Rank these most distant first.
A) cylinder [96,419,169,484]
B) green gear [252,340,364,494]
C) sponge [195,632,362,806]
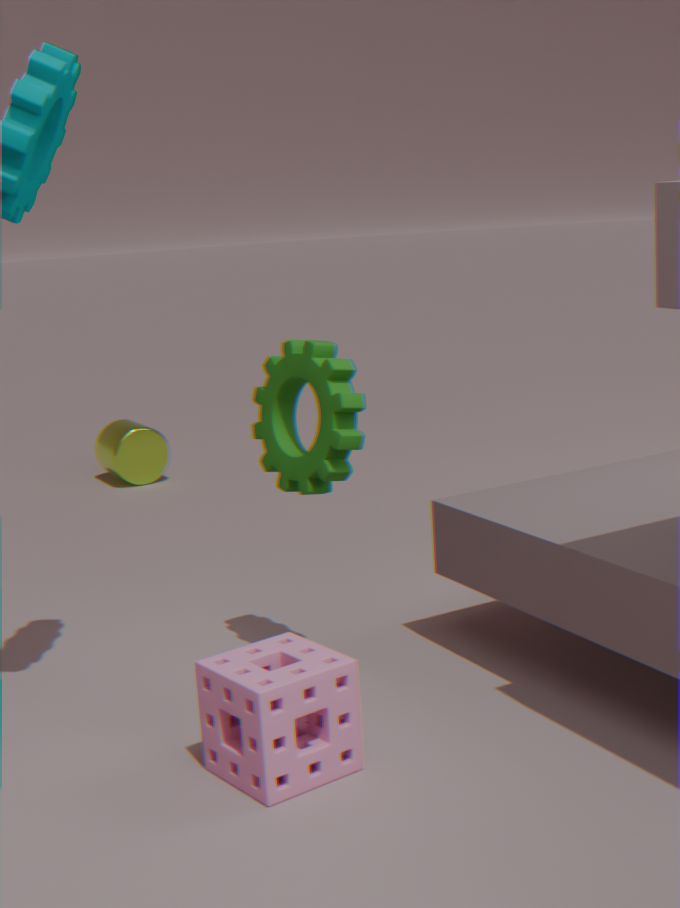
cylinder [96,419,169,484]
green gear [252,340,364,494]
sponge [195,632,362,806]
